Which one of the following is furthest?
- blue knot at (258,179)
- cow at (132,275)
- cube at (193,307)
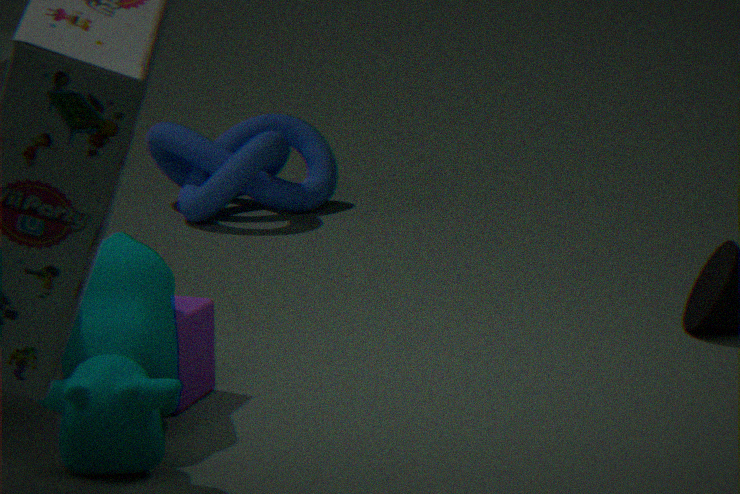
blue knot at (258,179)
